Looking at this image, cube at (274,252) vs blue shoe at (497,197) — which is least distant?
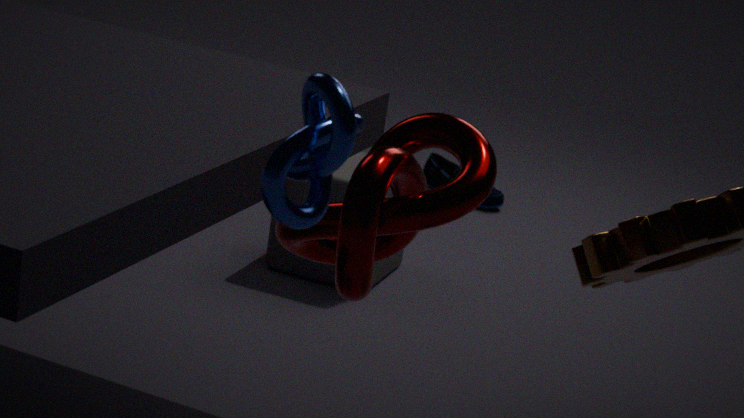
cube at (274,252)
